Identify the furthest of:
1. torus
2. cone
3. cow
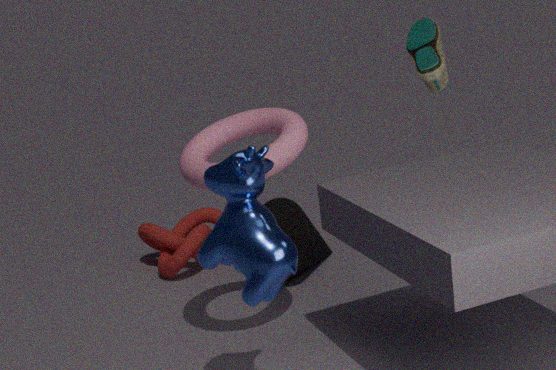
cone
